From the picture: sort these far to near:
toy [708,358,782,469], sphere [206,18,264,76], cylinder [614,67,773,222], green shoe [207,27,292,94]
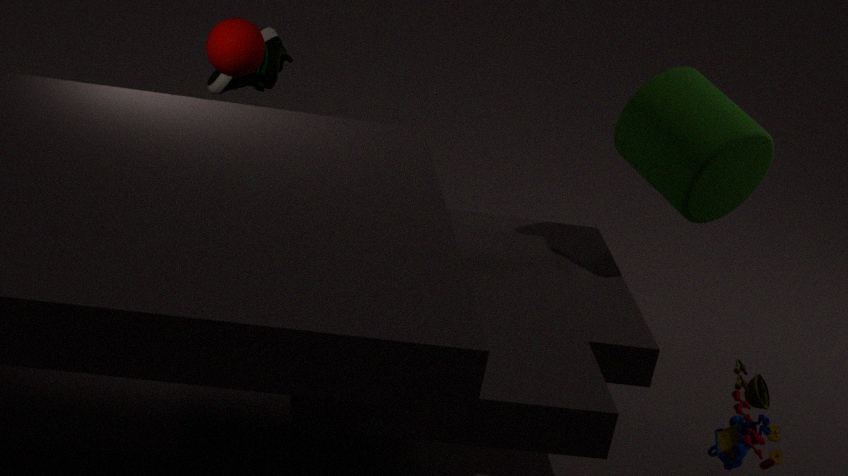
green shoe [207,27,292,94] < sphere [206,18,264,76] < cylinder [614,67,773,222] < toy [708,358,782,469]
